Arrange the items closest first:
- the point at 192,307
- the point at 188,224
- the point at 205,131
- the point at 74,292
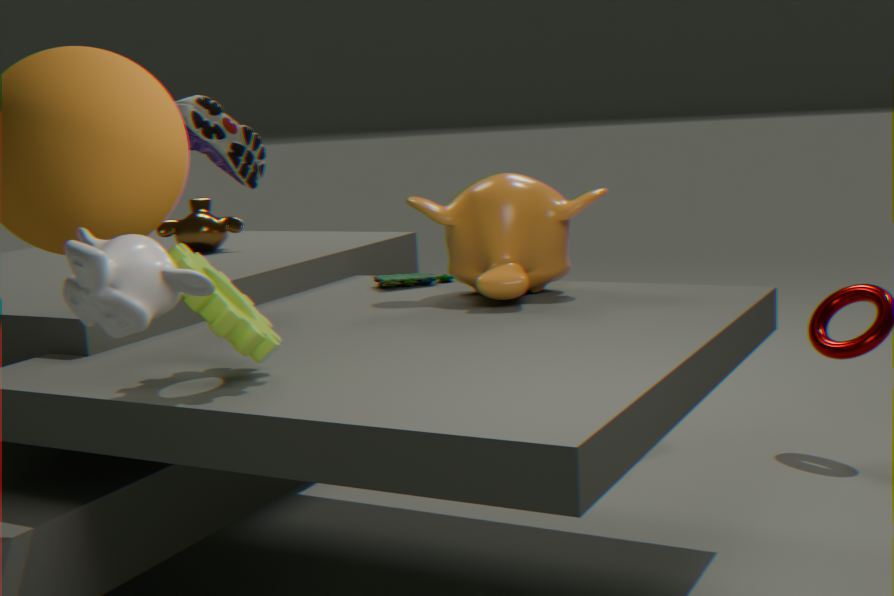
1. the point at 74,292
2. the point at 192,307
3. the point at 205,131
4. the point at 188,224
